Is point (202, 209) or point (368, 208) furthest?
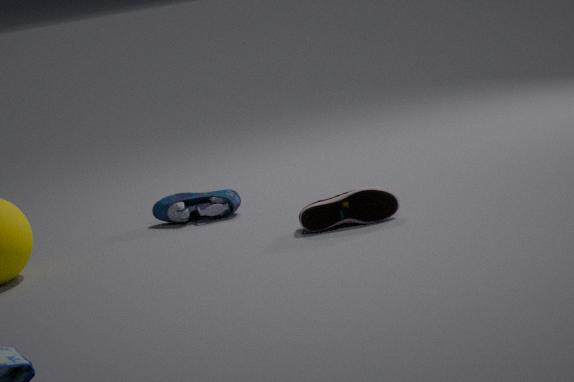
point (202, 209)
